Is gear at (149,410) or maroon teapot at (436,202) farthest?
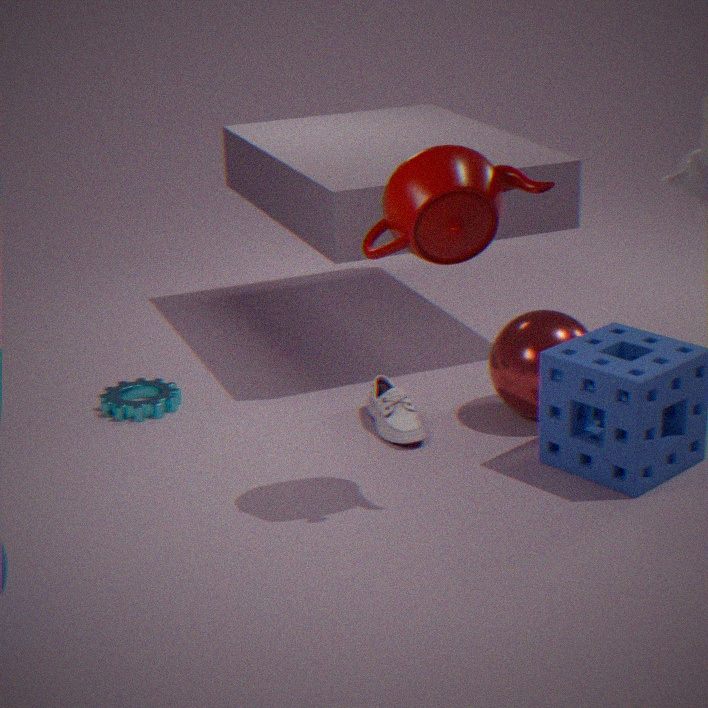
gear at (149,410)
